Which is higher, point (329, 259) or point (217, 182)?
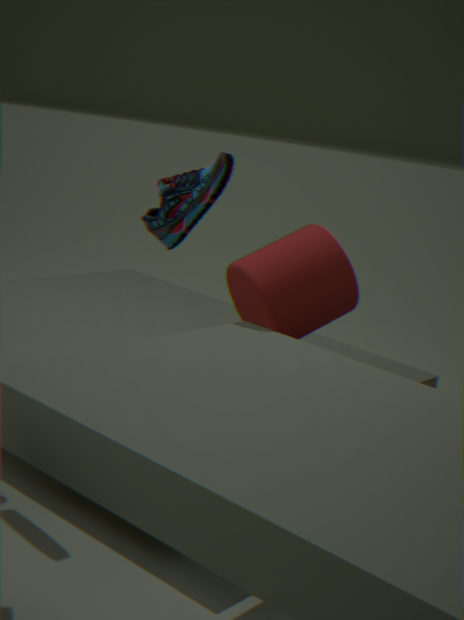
point (217, 182)
